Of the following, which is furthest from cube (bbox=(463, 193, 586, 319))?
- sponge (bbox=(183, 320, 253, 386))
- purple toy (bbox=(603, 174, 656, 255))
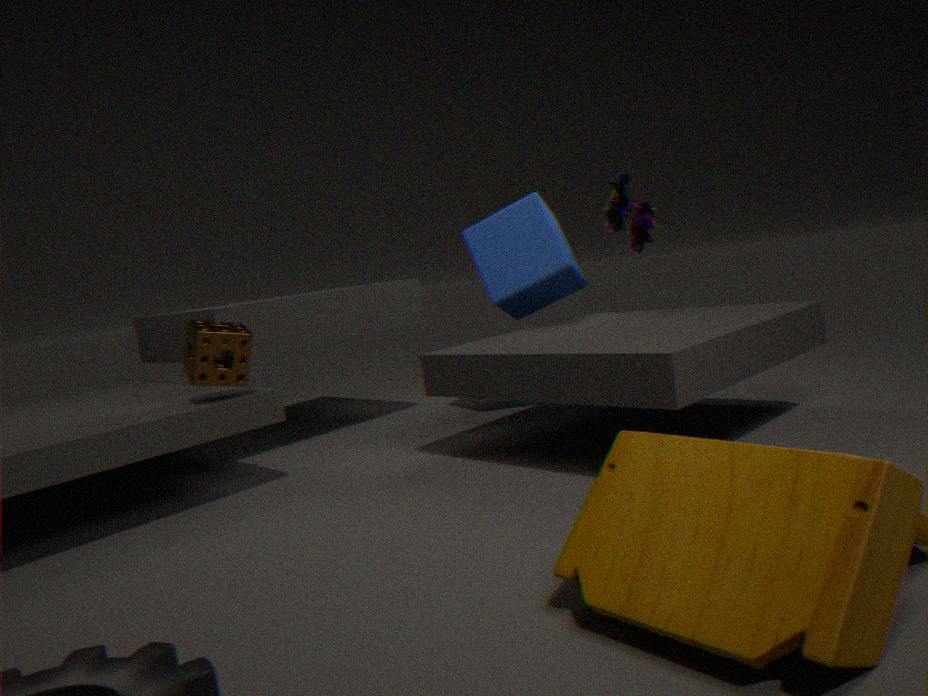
sponge (bbox=(183, 320, 253, 386))
